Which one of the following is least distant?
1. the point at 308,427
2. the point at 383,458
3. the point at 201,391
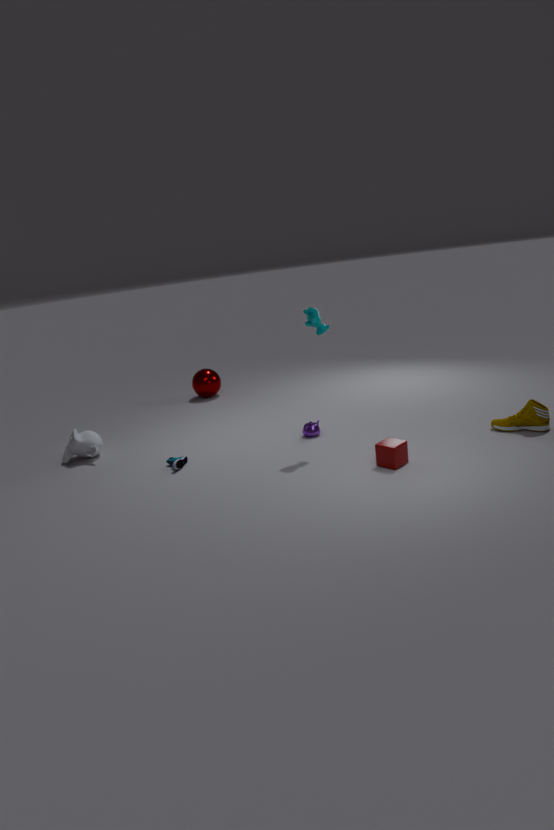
the point at 383,458
